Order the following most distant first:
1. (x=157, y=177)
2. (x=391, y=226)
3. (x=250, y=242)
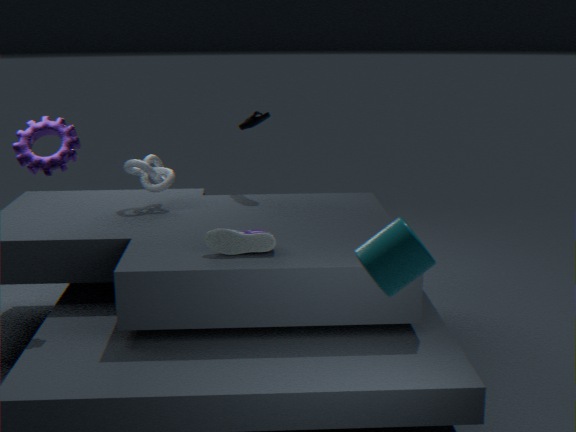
(x=157, y=177)
(x=250, y=242)
(x=391, y=226)
